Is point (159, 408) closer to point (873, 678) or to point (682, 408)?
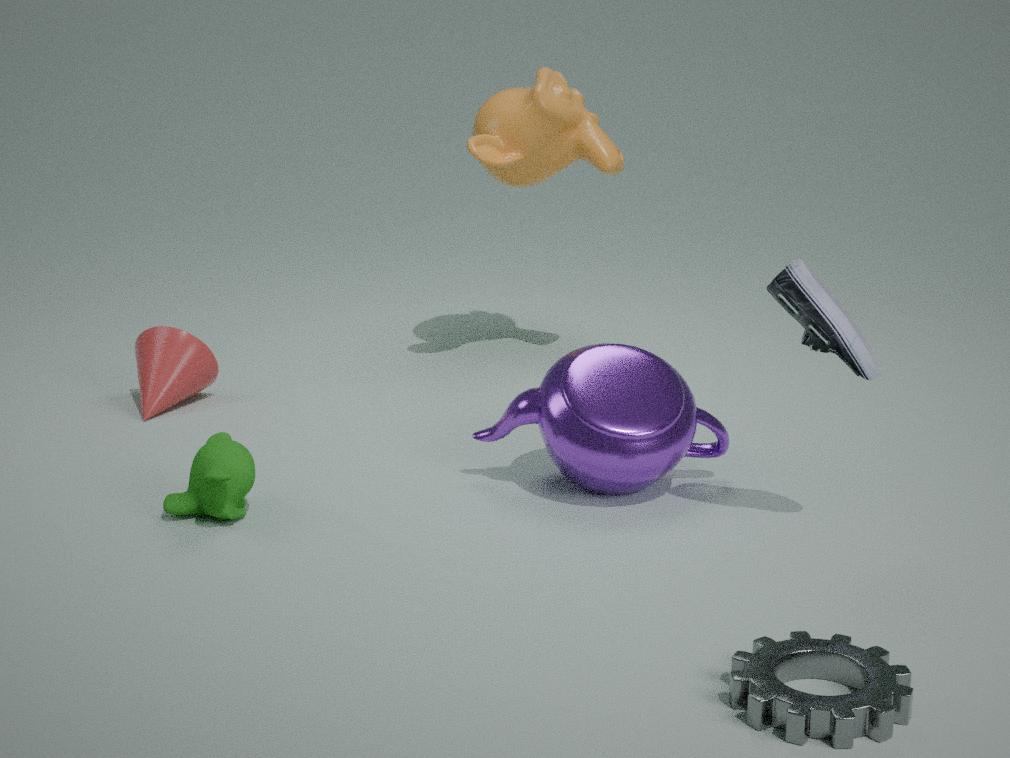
point (682, 408)
